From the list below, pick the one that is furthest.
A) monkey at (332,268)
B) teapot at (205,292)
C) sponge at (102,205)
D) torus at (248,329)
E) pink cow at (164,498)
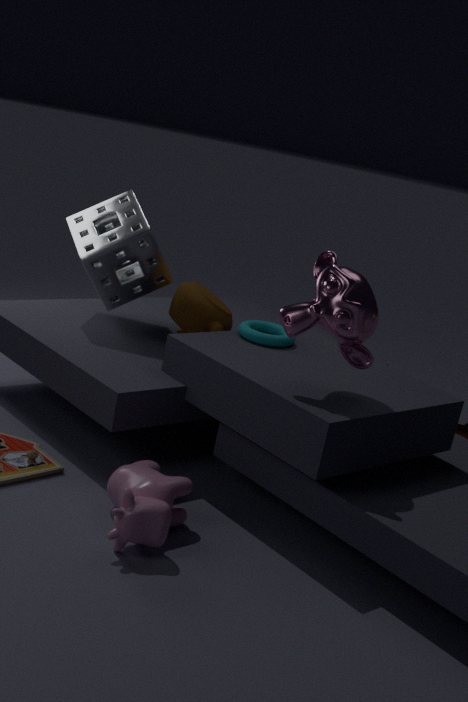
teapot at (205,292)
